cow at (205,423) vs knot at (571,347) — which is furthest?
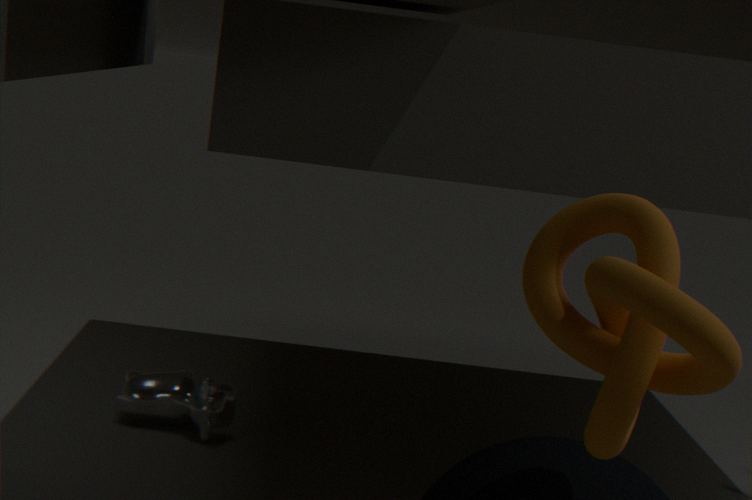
cow at (205,423)
